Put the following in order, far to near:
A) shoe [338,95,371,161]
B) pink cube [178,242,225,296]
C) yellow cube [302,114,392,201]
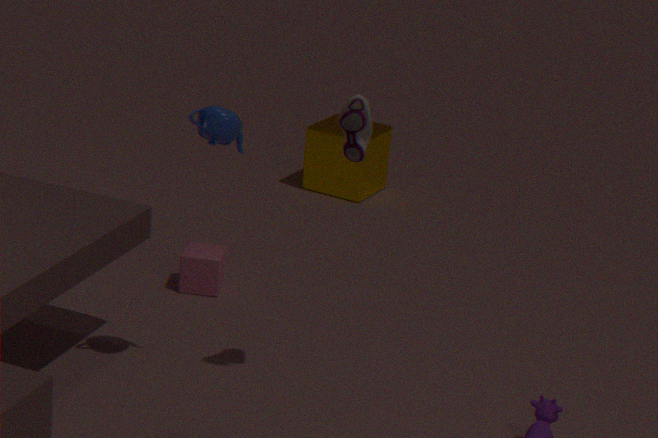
yellow cube [302,114,392,201], pink cube [178,242,225,296], shoe [338,95,371,161]
